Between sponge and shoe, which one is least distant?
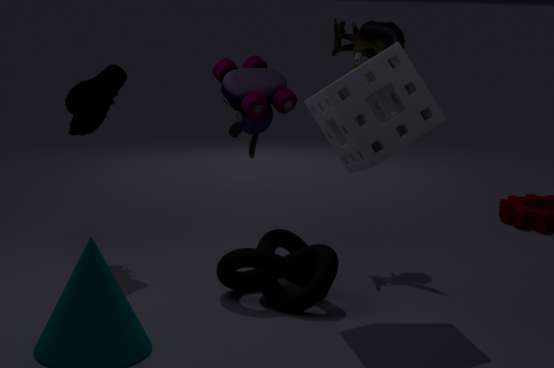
sponge
